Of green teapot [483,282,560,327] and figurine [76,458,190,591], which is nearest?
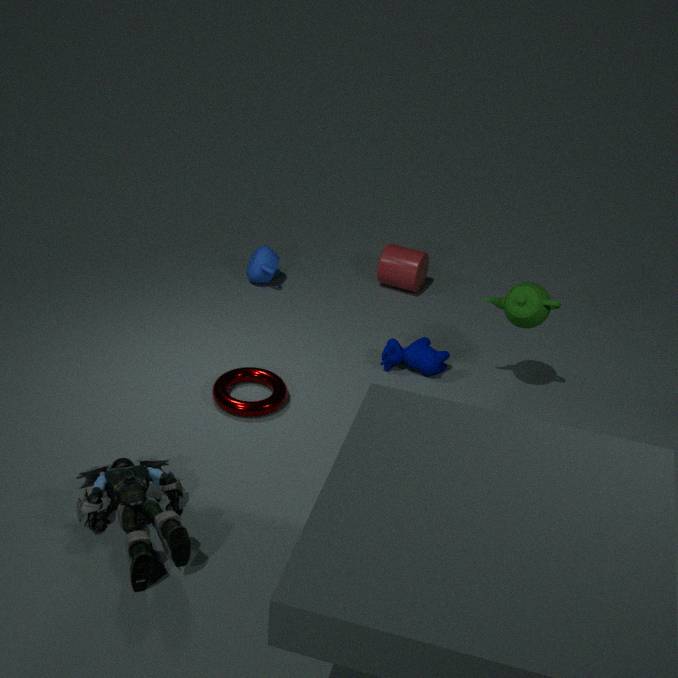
figurine [76,458,190,591]
